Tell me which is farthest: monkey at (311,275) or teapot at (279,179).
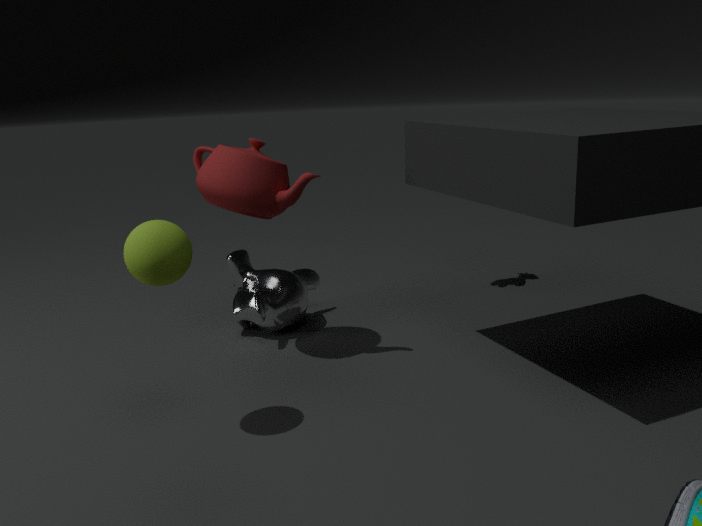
monkey at (311,275)
